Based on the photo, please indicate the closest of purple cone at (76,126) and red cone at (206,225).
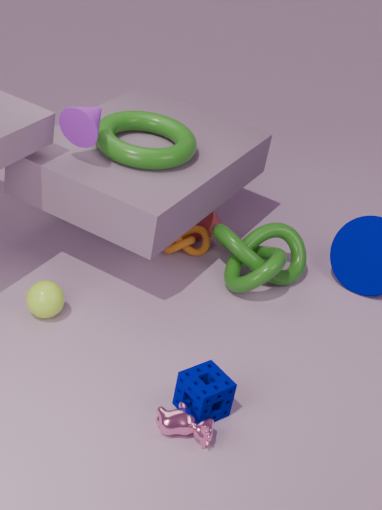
purple cone at (76,126)
